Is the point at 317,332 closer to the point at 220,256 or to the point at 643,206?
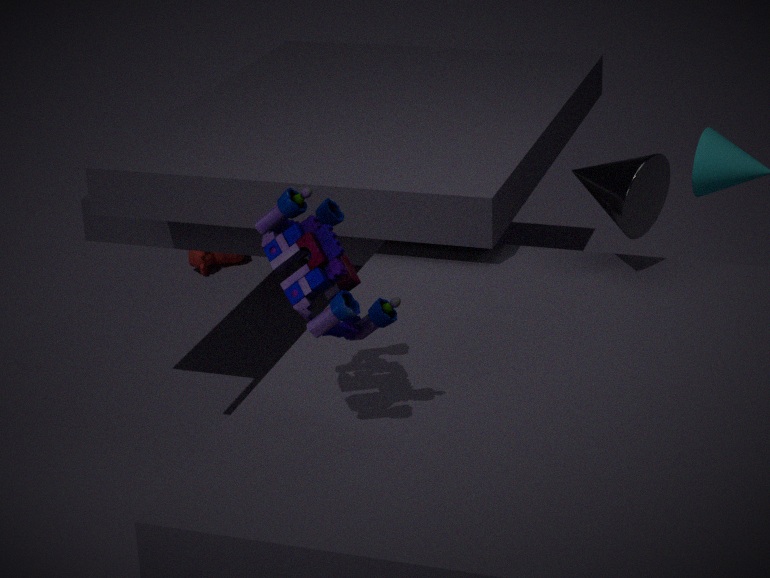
the point at 643,206
